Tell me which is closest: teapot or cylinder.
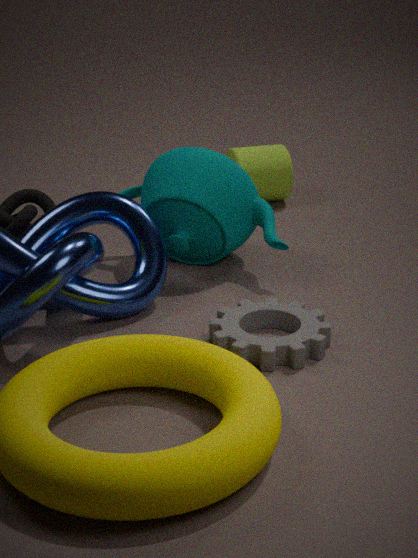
teapot
